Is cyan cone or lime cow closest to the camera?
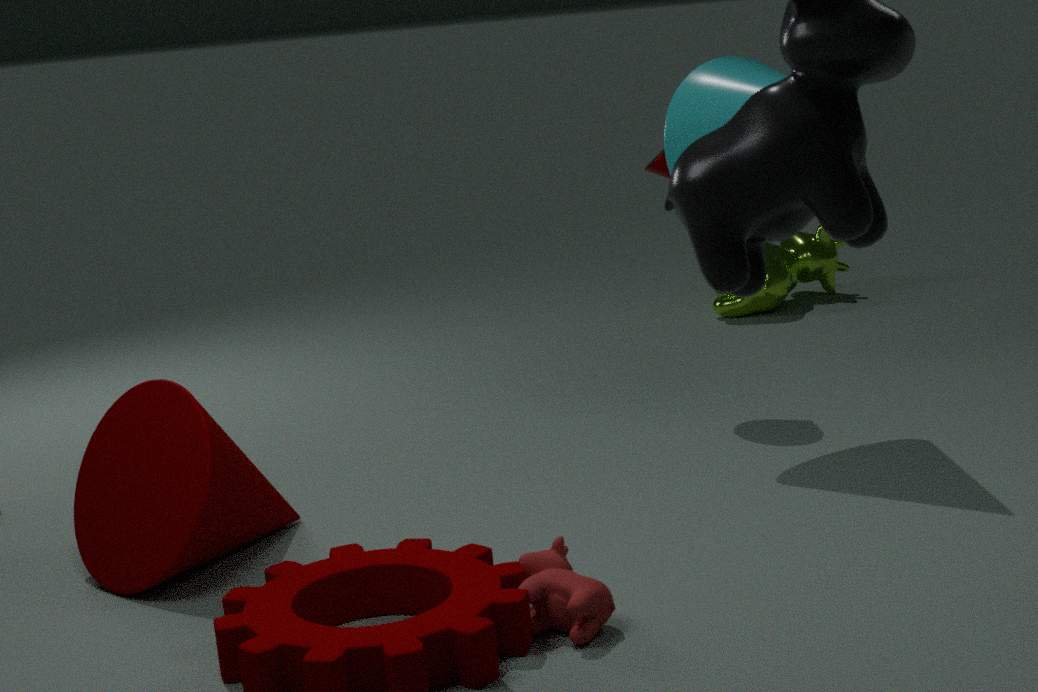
cyan cone
